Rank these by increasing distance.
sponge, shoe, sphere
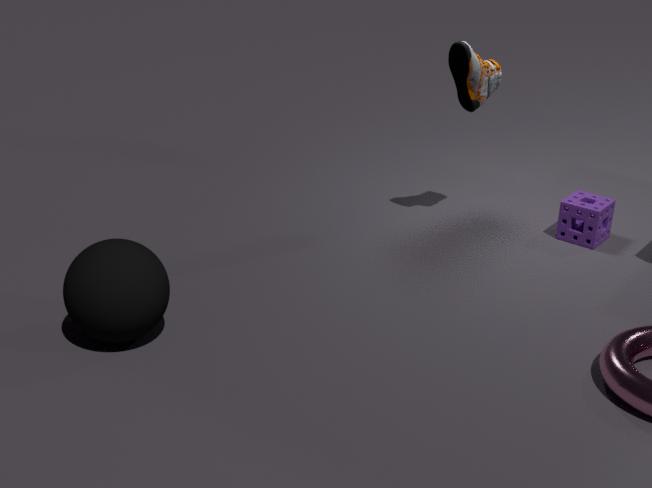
sphere, shoe, sponge
